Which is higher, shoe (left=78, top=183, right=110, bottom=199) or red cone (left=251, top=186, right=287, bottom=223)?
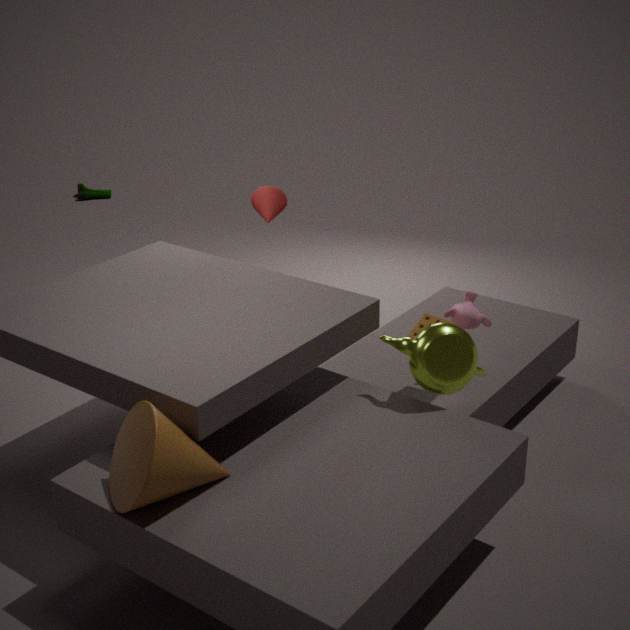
red cone (left=251, top=186, right=287, bottom=223)
